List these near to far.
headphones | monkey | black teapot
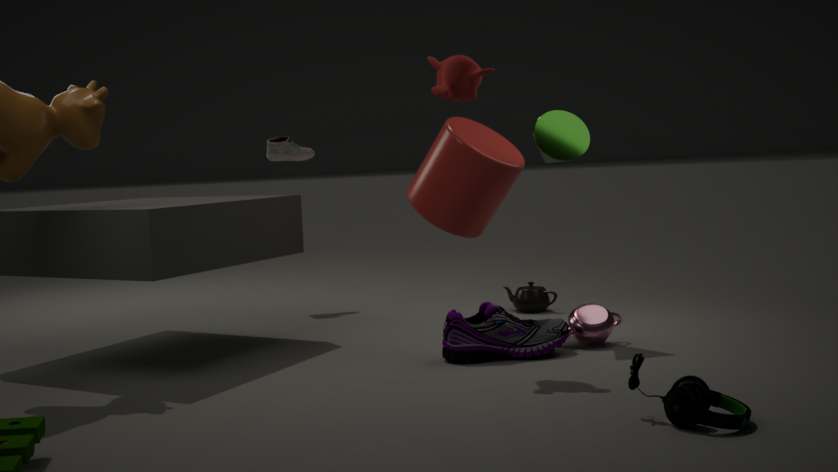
1. headphones
2. monkey
3. black teapot
